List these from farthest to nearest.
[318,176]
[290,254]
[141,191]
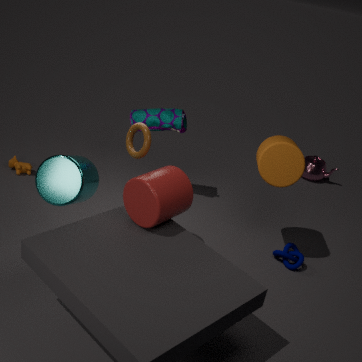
[318,176] < [290,254] < [141,191]
